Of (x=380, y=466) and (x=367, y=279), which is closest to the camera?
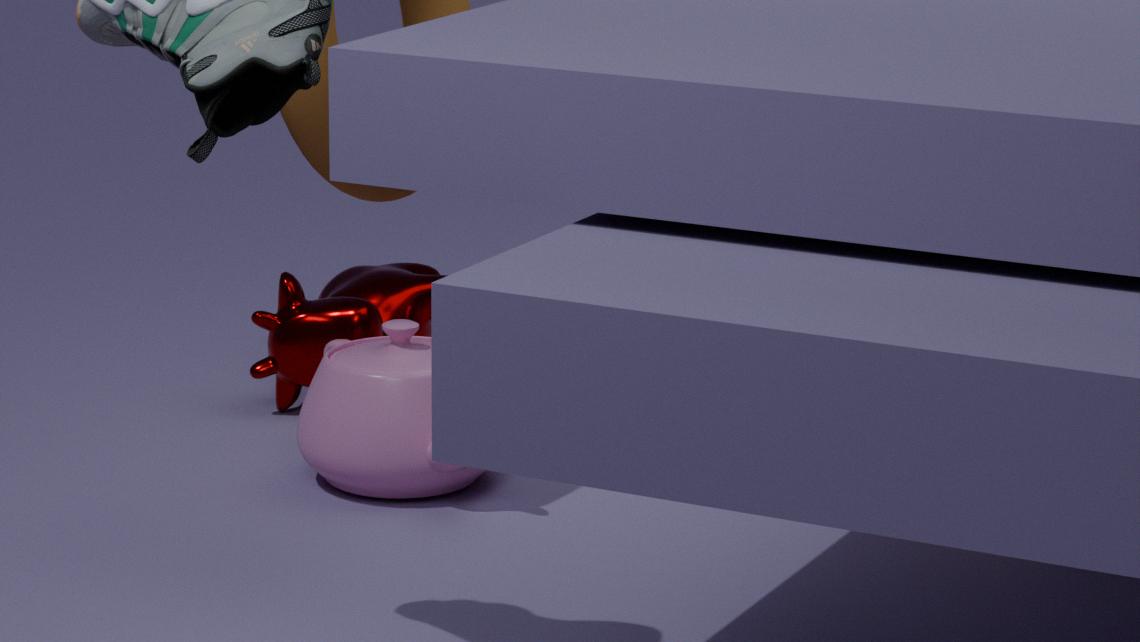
(x=380, y=466)
